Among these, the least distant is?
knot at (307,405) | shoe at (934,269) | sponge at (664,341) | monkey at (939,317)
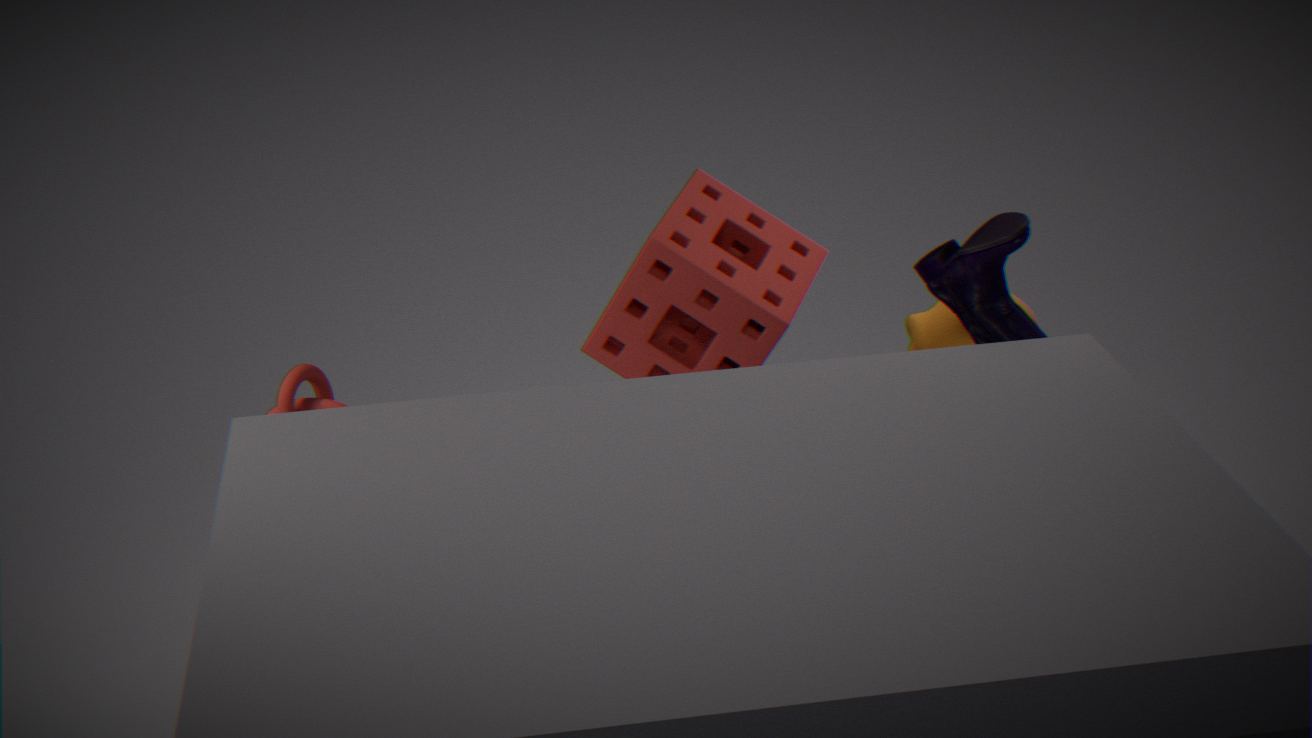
shoe at (934,269)
